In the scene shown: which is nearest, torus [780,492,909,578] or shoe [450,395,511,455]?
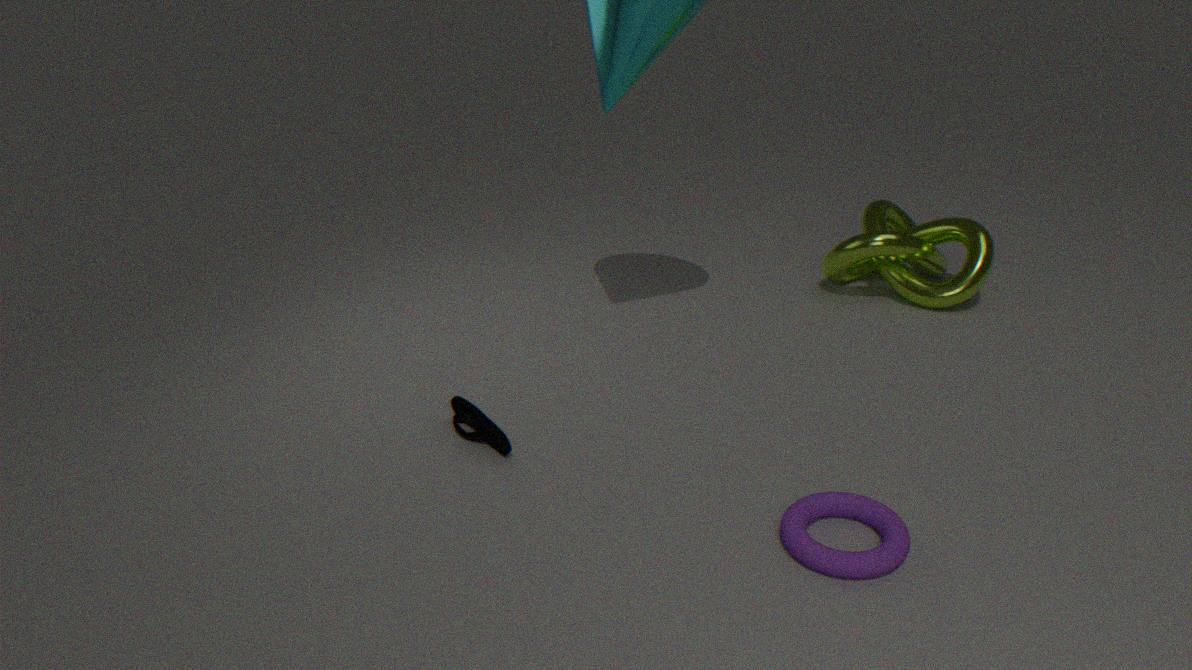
torus [780,492,909,578]
